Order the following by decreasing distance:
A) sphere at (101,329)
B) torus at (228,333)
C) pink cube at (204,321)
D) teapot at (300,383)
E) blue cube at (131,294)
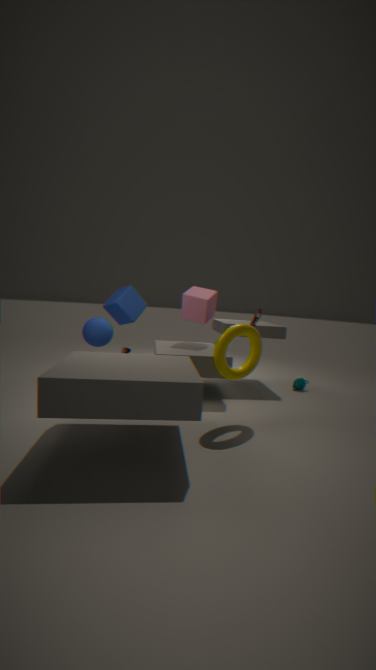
D. teapot at (300,383) → E. blue cube at (131,294) → C. pink cube at (204,321) → A. sphere at (101,329) → B. torus at (228,333)
